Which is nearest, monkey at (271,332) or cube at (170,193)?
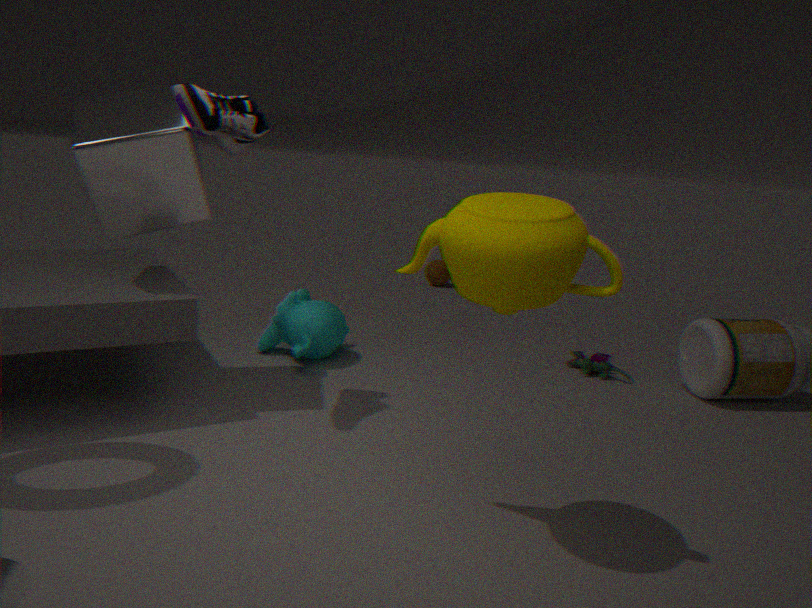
cube at (170,193)
